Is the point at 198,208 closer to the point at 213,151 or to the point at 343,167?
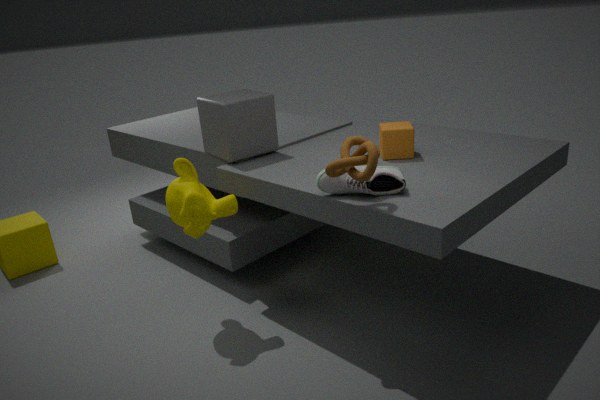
the point at 213,151
